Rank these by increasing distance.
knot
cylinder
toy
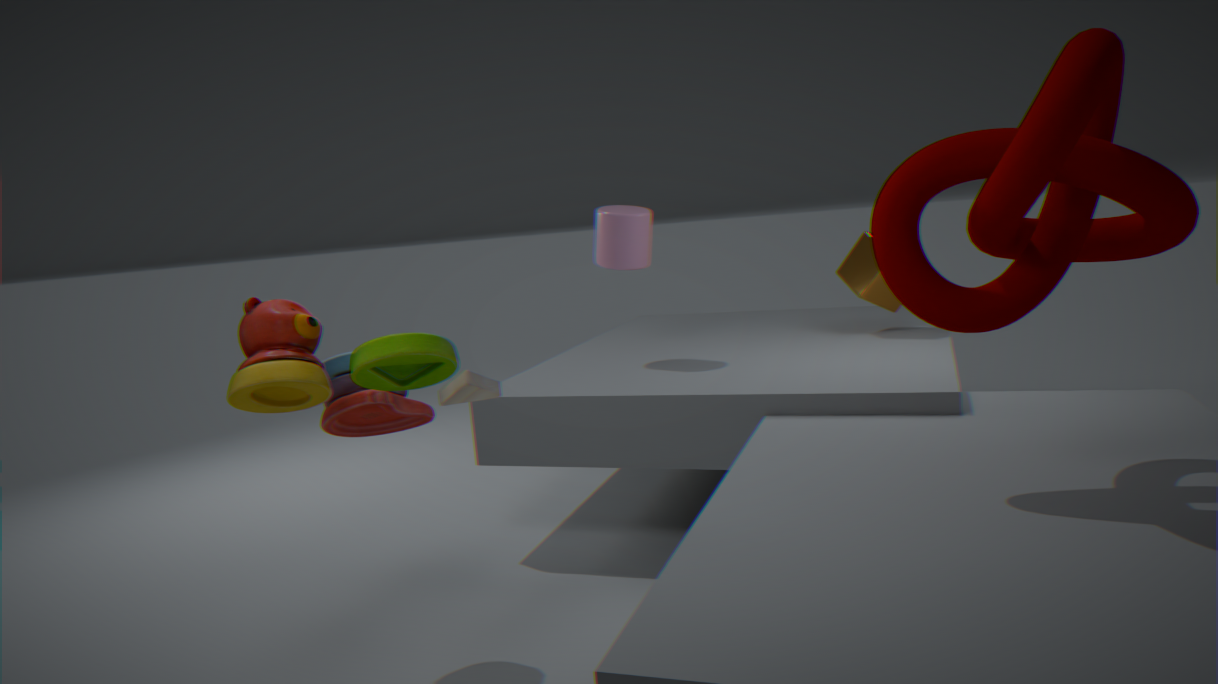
1. knot
2. toy
3. cylinder
